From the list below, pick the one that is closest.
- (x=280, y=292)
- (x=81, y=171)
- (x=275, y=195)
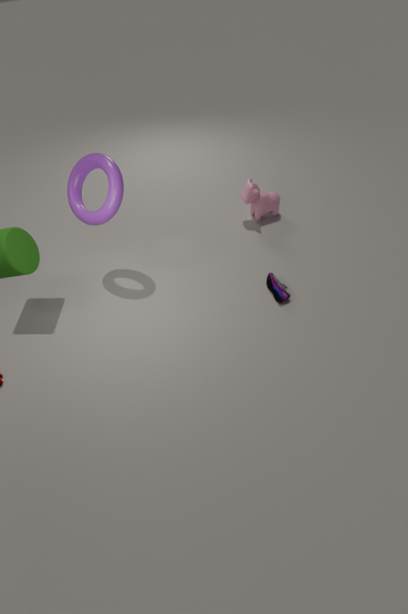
(x=81, y=171)
